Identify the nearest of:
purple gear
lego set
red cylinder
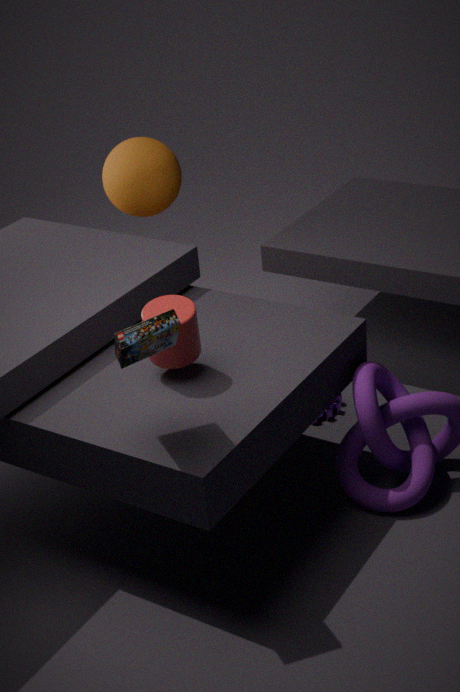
lego set
